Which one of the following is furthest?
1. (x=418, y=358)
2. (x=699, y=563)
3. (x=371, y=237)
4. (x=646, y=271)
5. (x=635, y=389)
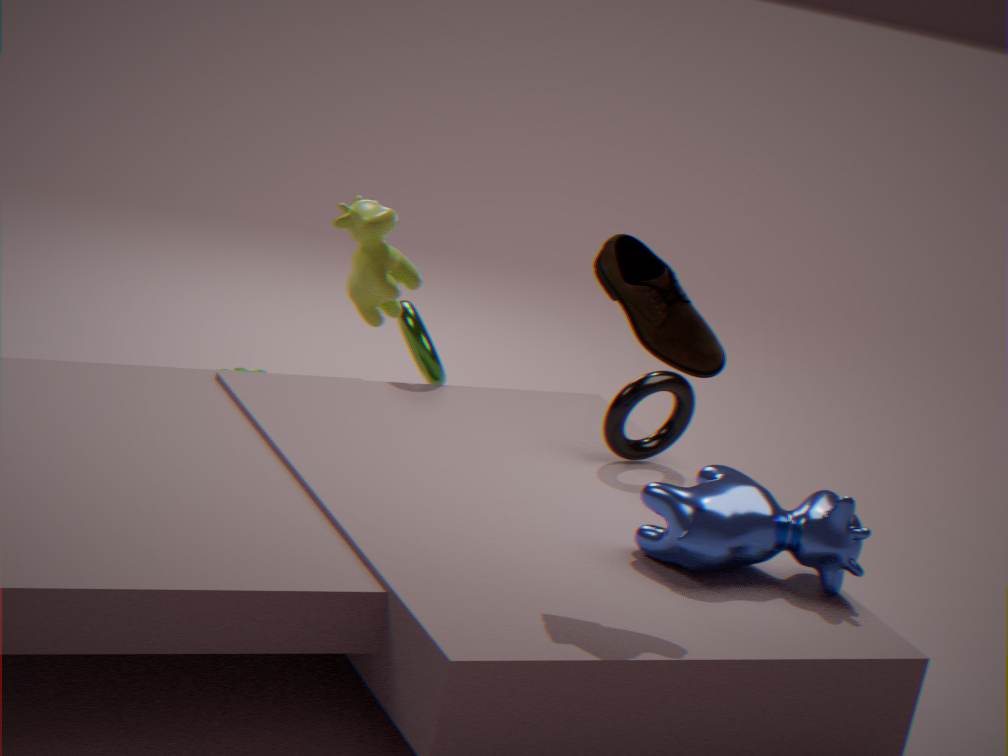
(x=418, y=358)
